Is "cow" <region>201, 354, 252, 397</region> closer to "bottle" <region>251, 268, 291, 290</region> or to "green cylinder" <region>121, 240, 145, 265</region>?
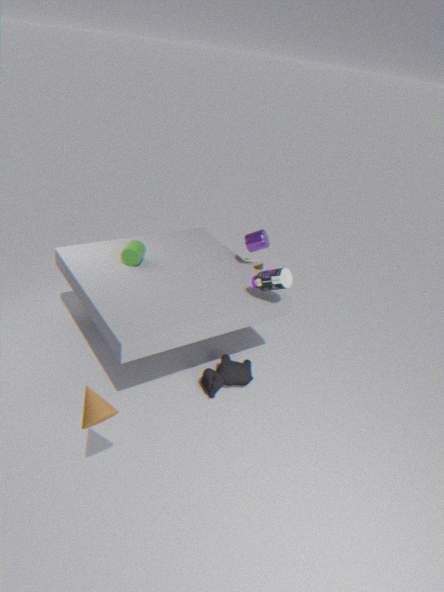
"bottle" <region>251, 268, 291, 290</region>
